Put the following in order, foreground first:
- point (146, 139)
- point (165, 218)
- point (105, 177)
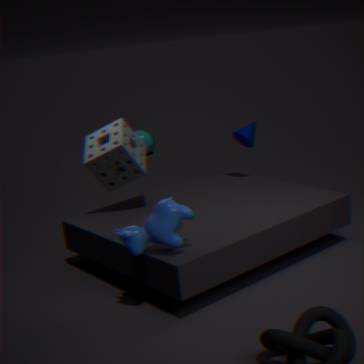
point (165, 218) → point (105, 177) → point (146, 139)
